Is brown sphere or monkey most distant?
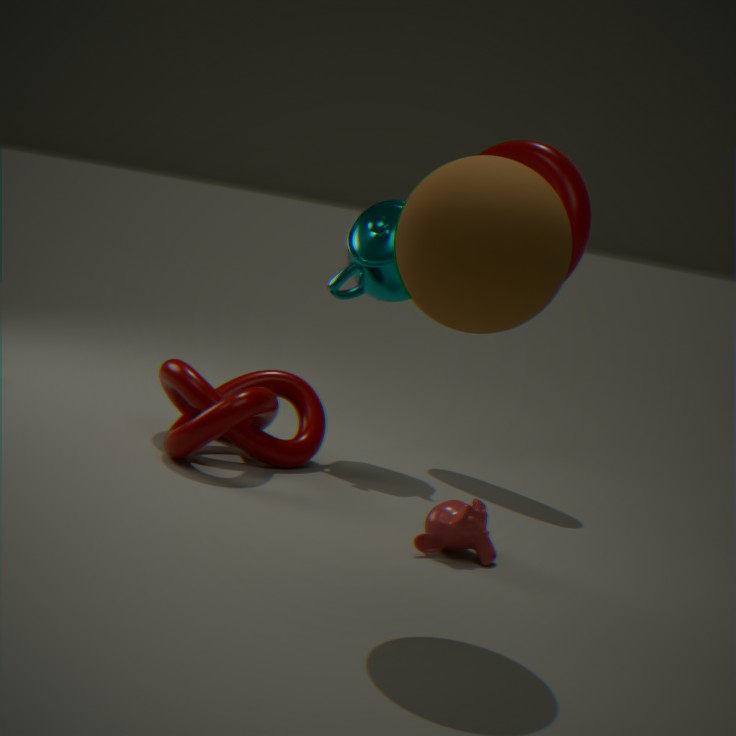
monkey
